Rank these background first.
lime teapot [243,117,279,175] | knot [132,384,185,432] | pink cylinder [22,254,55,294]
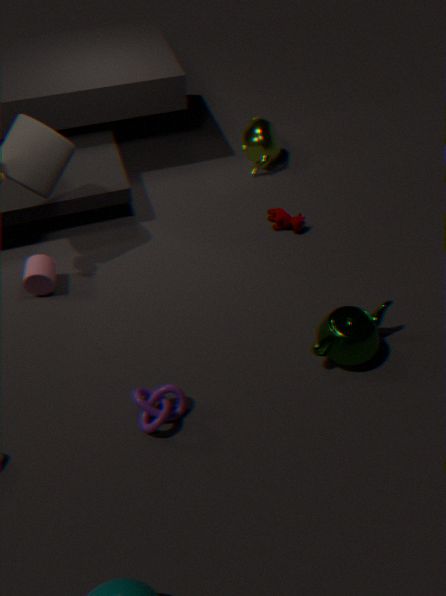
lime teapot [243,117,279,175]
pink cylinder [22,254,55,294]
knot [132,384,185,432]
